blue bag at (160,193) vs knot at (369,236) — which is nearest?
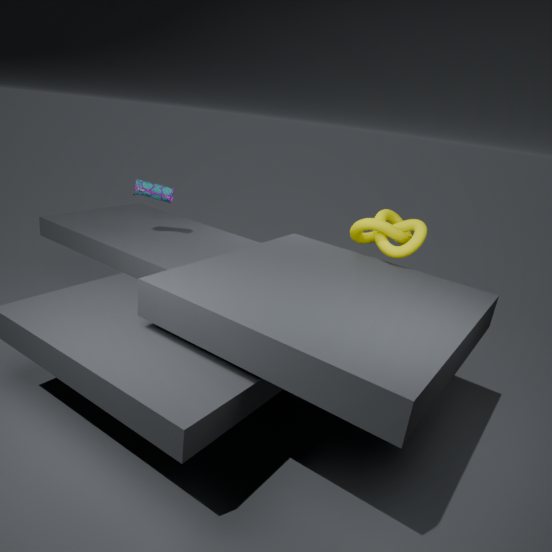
knot at (369,236)
